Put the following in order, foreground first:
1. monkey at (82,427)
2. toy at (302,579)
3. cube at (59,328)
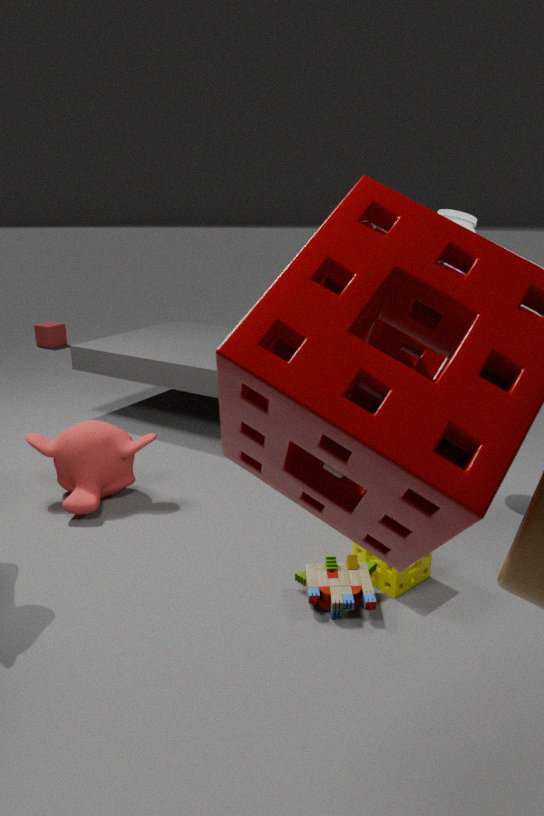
1. toy at (302,579)
2. monkey at (82,427)
3. cube at (59,328)
